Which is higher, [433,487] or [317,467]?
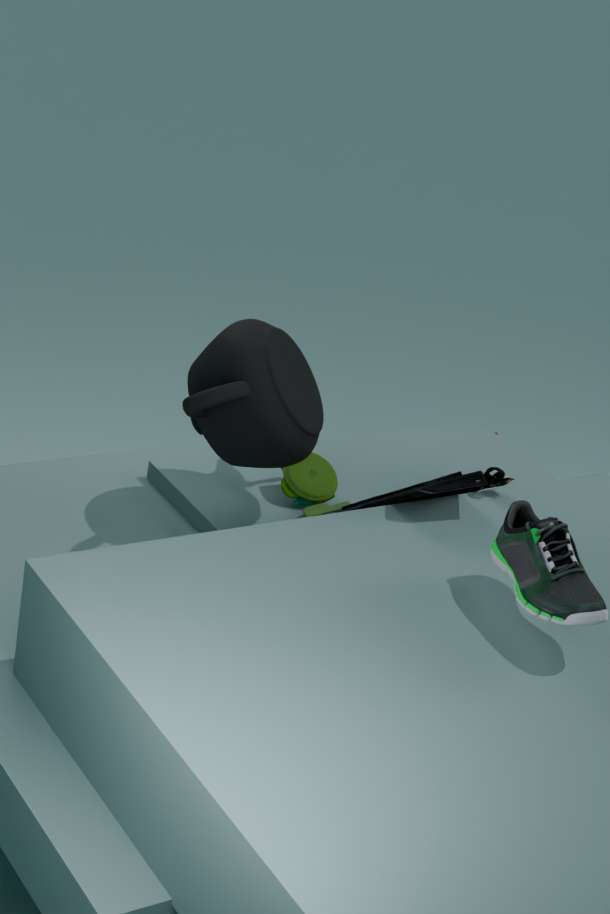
[433,487]
